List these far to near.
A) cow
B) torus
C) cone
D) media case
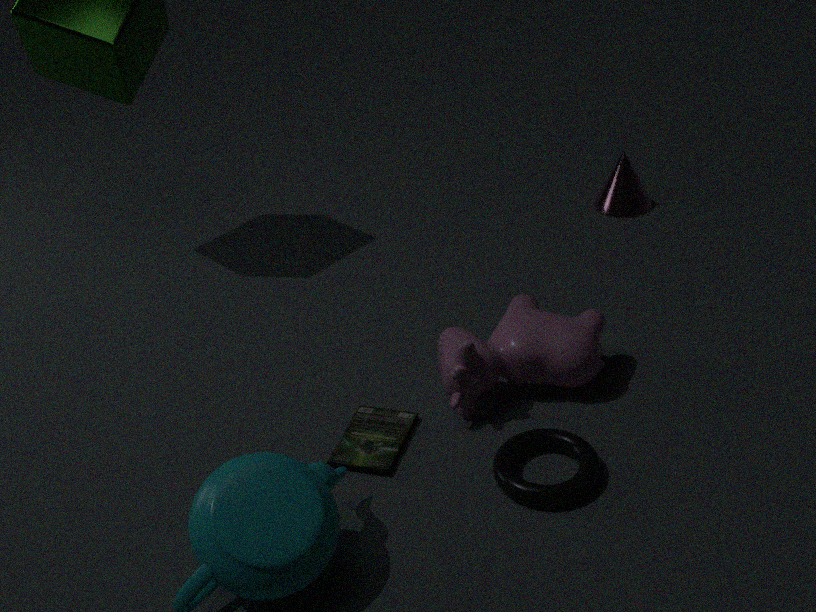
1. cone
2. cow
3. media case
4. torus
